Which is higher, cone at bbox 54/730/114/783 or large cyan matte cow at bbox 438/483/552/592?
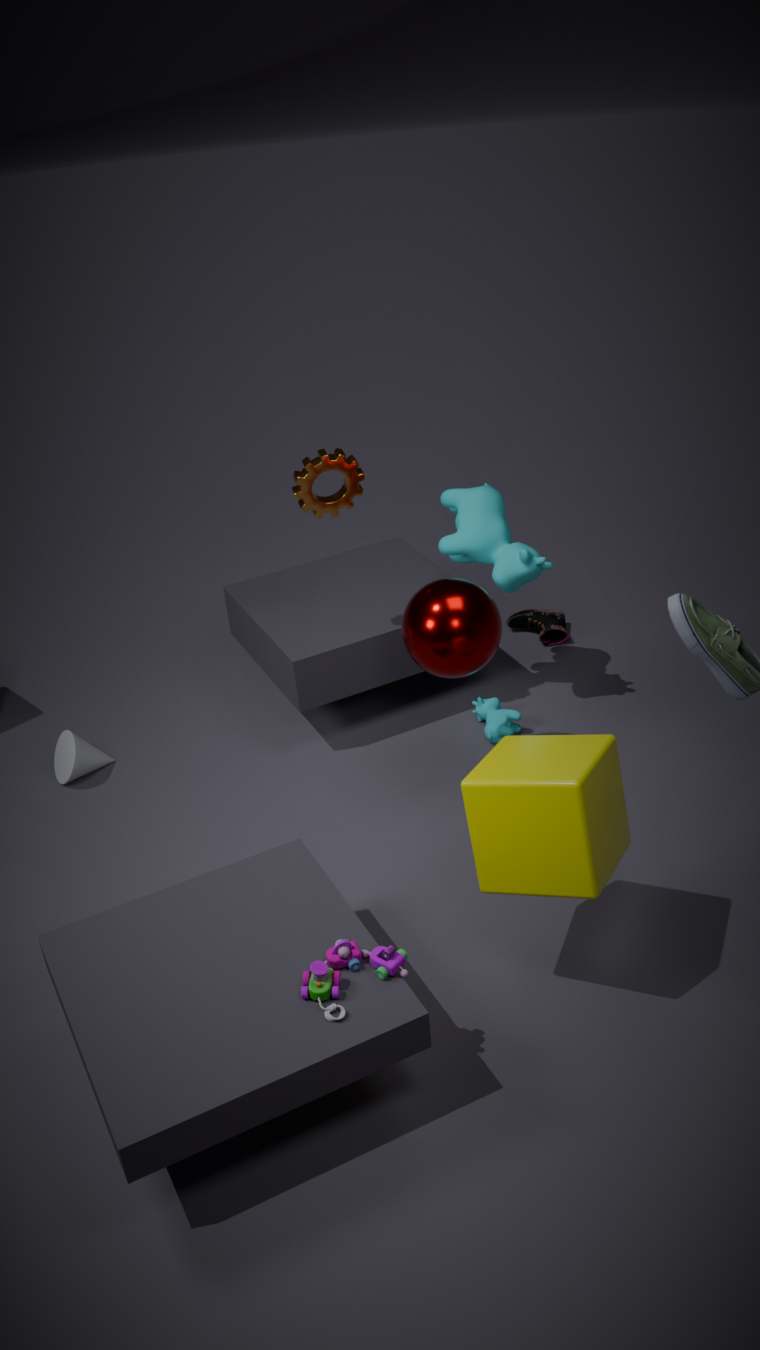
large cyan matte cow at bbox 438/483/552/592
